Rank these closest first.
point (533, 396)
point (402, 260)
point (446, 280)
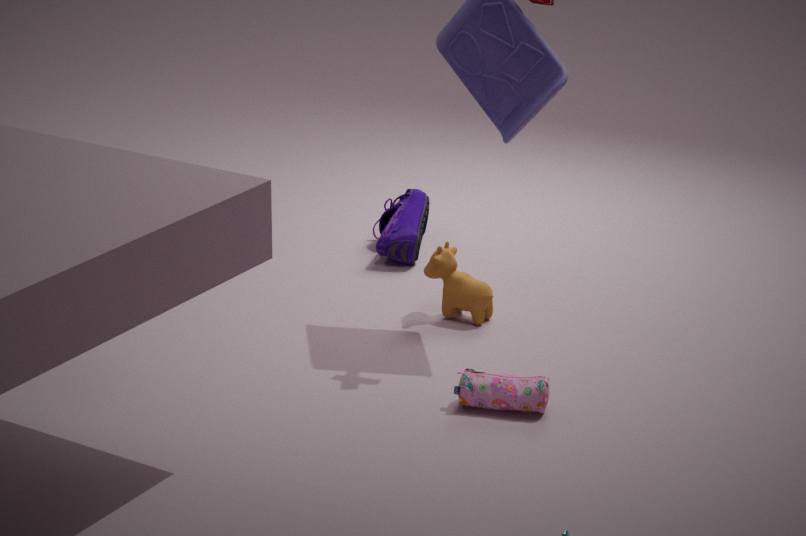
point (533, 396) → point (446, 280) → point (402, 260)
